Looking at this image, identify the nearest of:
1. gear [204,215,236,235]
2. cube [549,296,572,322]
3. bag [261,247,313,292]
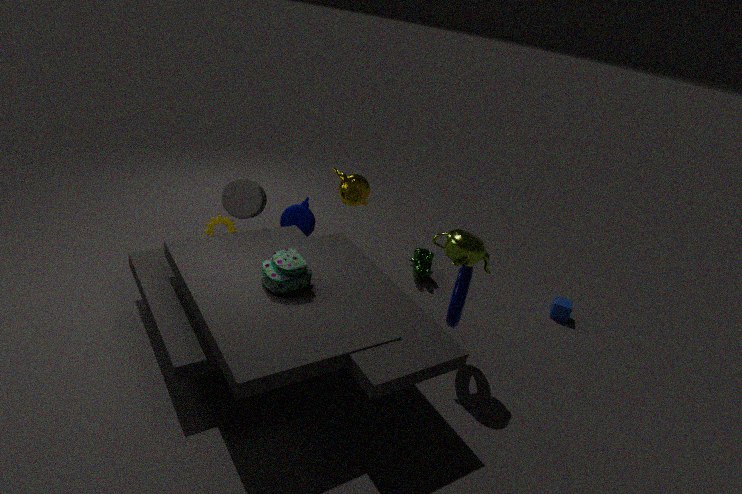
bag [261,247,313,292]
